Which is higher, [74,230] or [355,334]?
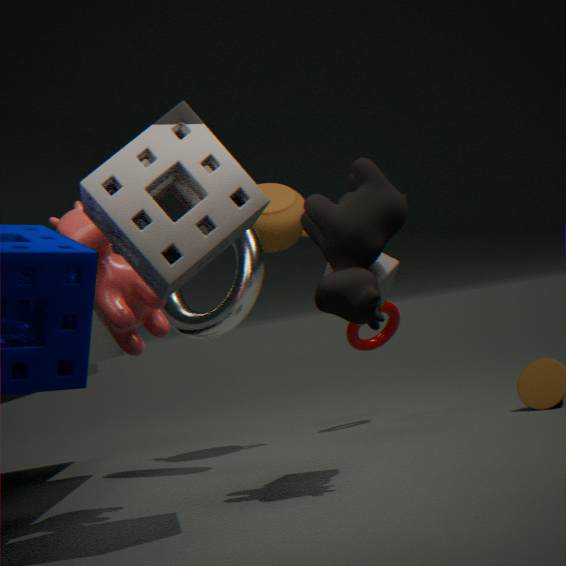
[74,230]
